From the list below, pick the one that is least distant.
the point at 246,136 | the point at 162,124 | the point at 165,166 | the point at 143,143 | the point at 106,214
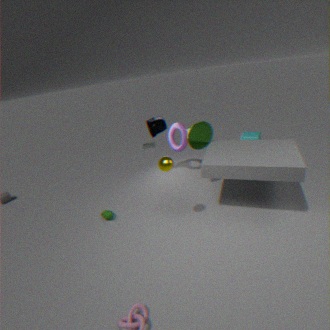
the point at 165,166
